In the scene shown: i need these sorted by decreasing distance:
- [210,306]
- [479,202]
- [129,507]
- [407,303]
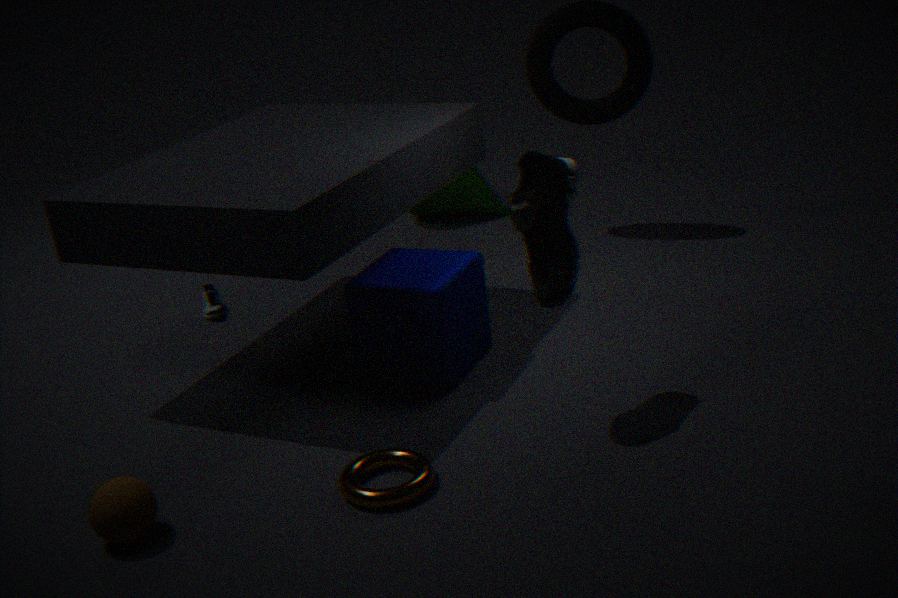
1. [479,202]
2. [210,306]
3. [407,303]
4. [129,507]
